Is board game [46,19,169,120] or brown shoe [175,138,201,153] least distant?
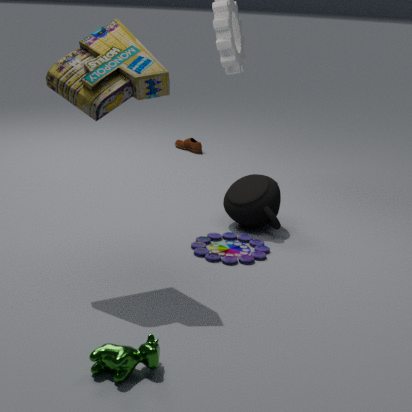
board game [46,19,169,120]
